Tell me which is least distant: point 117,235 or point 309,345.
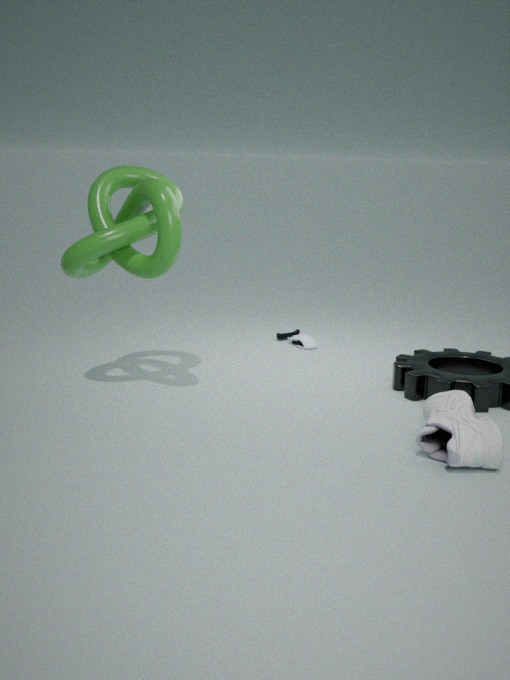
point 117,235
